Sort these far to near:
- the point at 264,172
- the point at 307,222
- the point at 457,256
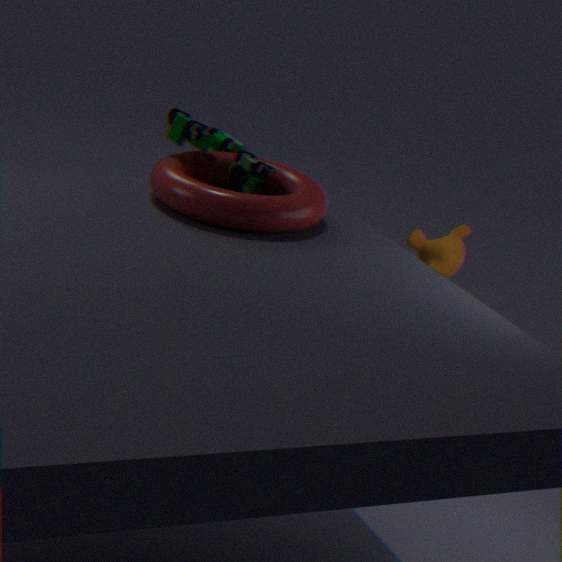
the point at 457,256 → the point at 264,172 → the point at 307,222
